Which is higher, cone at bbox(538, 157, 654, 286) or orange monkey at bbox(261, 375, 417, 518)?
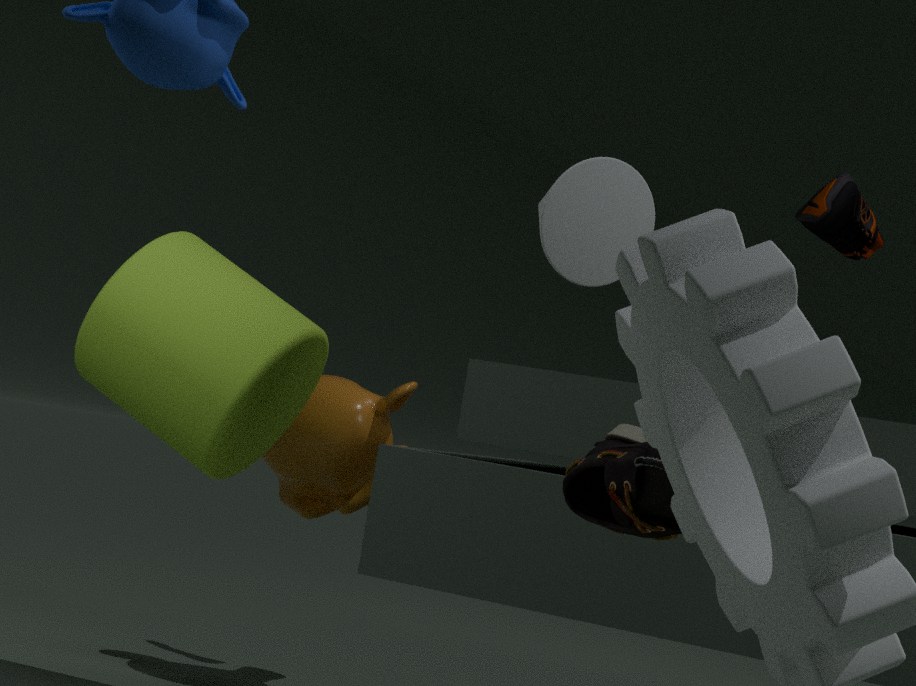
cone at bbox(538, 157, 654, 286)
